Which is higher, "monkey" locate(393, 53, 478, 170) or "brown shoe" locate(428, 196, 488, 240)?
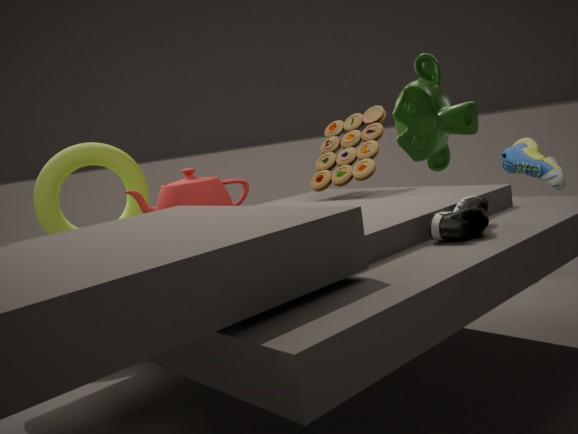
"monkey" locate(393, 53, 478, 170)
